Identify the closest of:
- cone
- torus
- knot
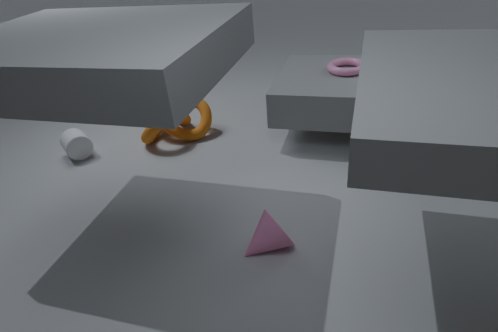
cone
